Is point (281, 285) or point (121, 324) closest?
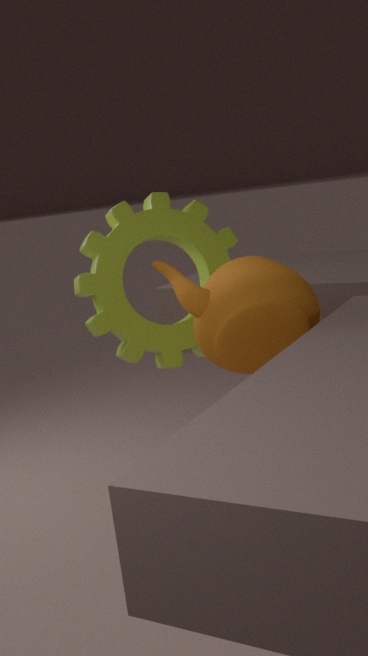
point (281, 285)
